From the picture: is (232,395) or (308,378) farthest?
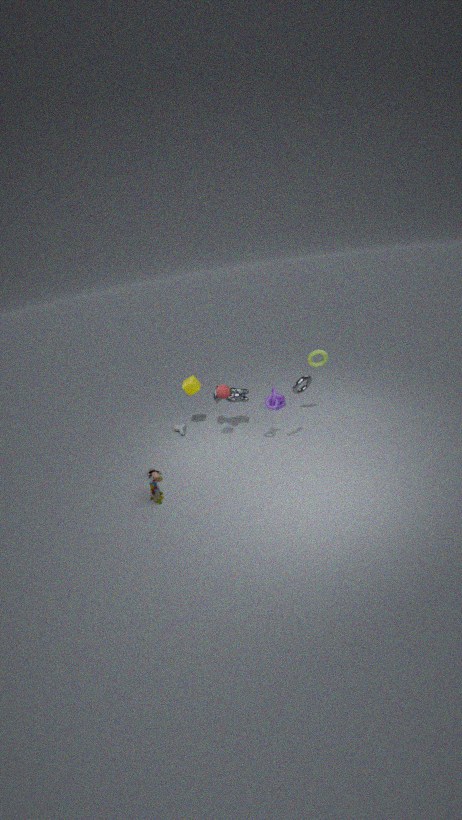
(232,395)
